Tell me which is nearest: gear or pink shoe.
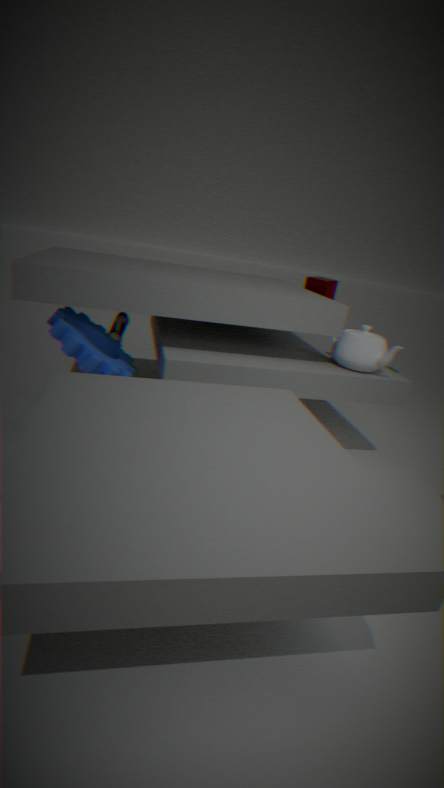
gear
